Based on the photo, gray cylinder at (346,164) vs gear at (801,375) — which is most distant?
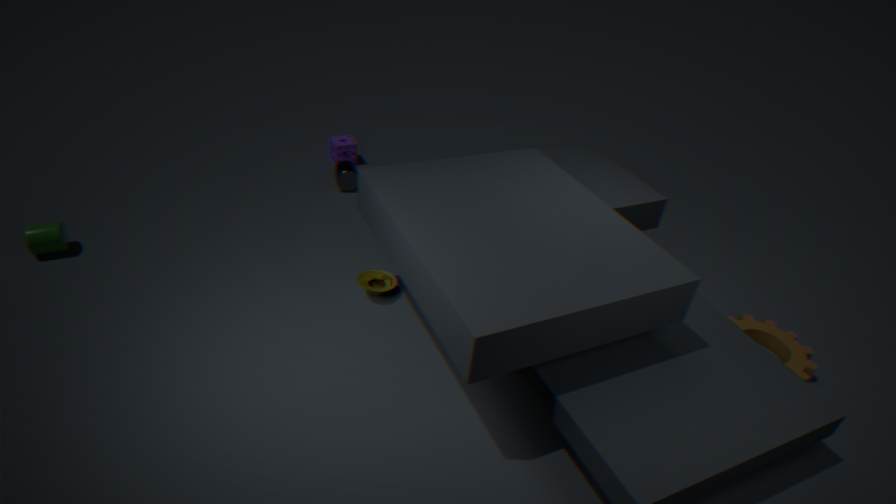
gray cylinder at (346,164)
